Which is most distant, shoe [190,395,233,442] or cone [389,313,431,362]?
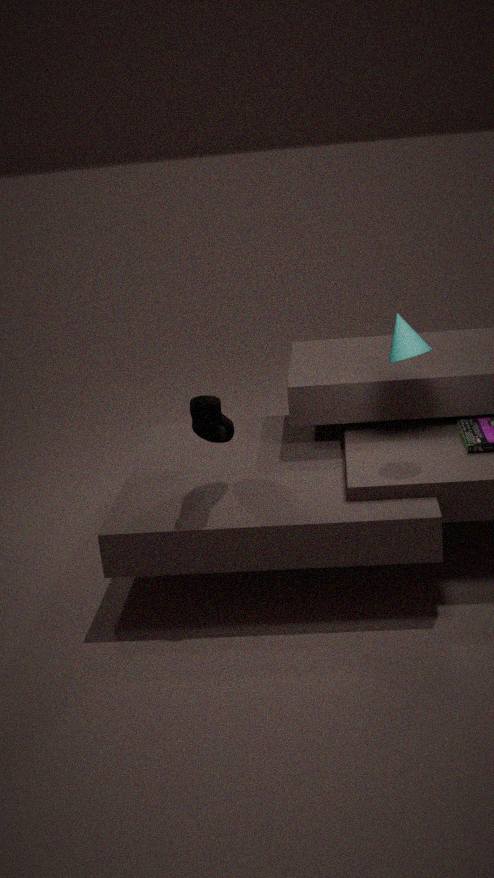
cone [389,313,431,362]
